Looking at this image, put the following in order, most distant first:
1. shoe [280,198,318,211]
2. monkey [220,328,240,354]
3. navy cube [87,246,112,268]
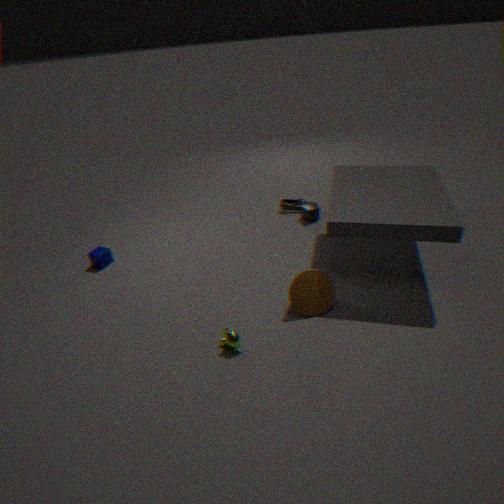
shoe [280,198,318,211], navy cube [87,246,112,268], monkey [220,328,240,354]
